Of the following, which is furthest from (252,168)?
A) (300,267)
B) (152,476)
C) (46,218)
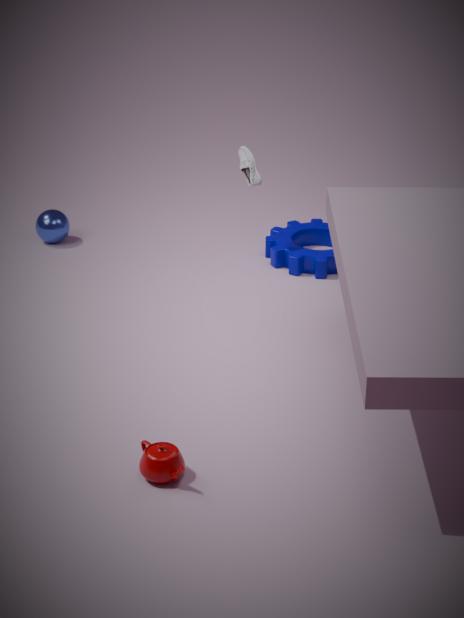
(152,476)
